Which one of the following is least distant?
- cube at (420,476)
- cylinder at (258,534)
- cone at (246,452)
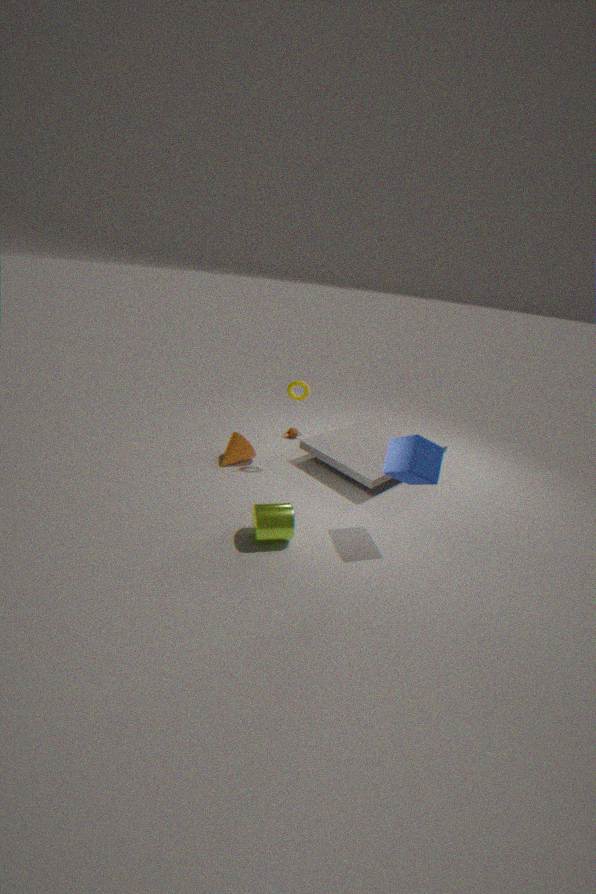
cube at (420,476)
